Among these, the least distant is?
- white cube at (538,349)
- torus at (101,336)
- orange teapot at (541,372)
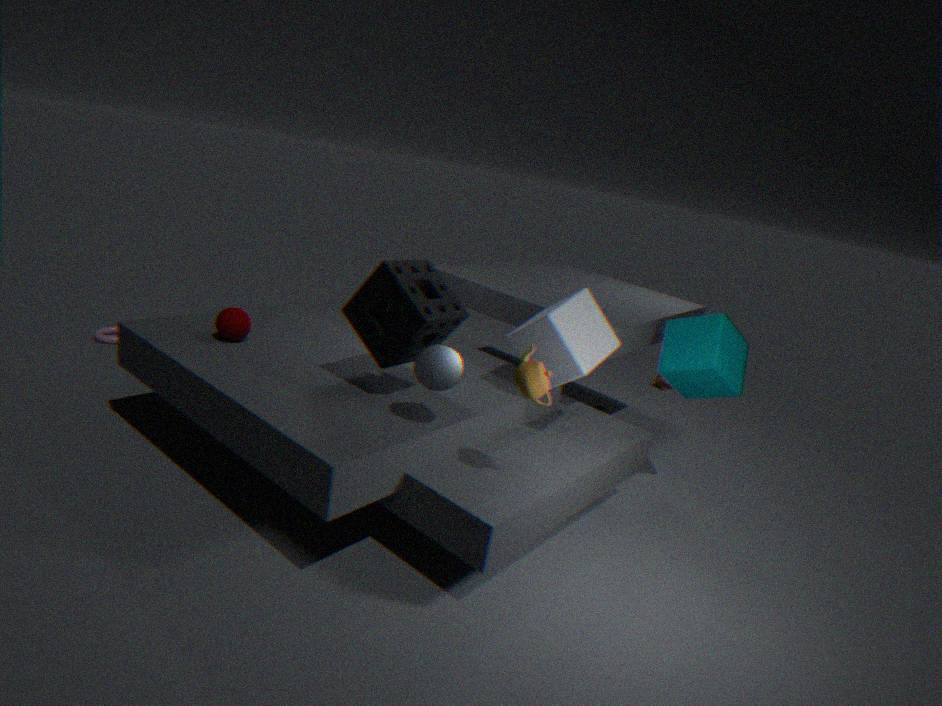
orange teapot at (541,372)
